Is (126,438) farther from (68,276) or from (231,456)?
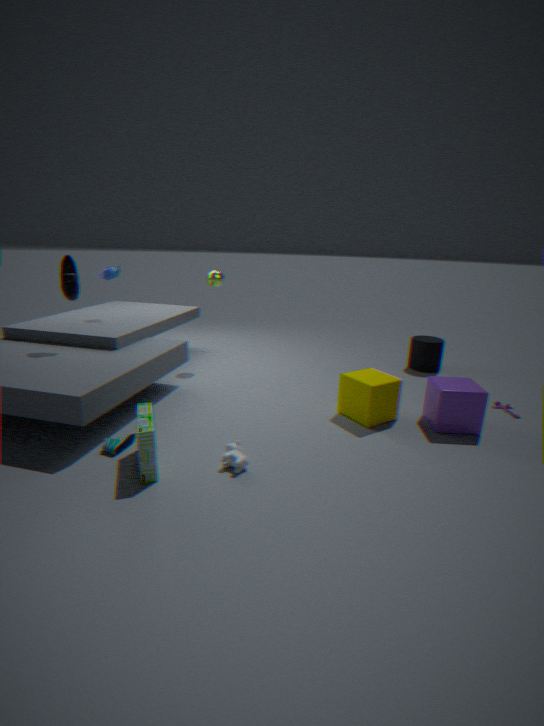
(68,276)
